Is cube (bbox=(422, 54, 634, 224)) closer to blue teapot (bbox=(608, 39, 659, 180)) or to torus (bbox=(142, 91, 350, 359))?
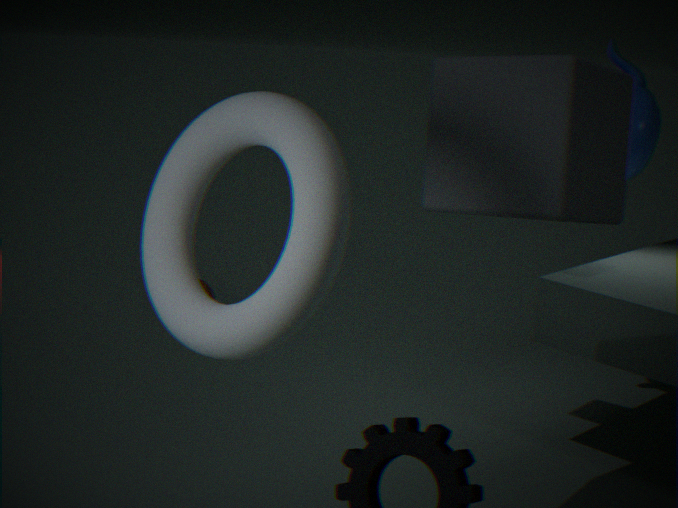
torus (bbox=(142, 91, 350, 359))
